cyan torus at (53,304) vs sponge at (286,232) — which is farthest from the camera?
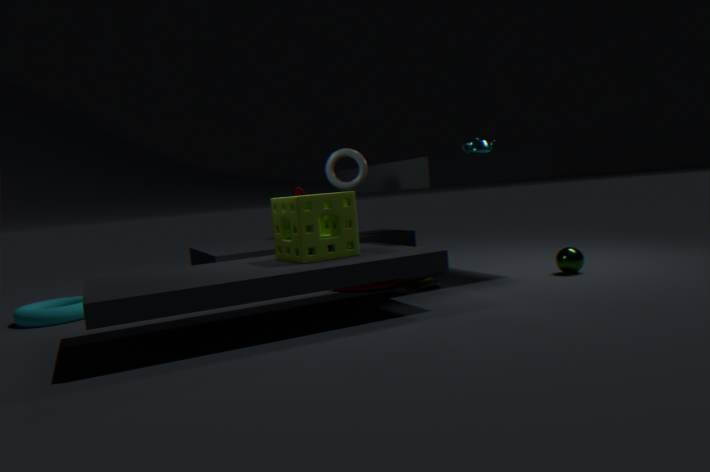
cyan torus at (53,304)
